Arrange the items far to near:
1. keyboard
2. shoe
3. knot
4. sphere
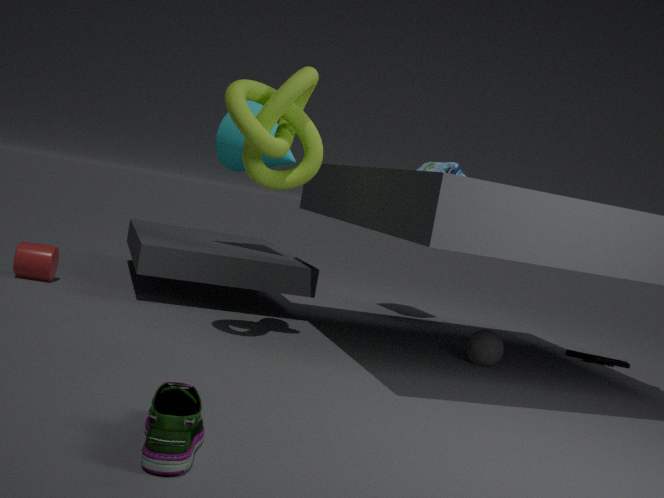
keyboard → sphere → knot → shoe
